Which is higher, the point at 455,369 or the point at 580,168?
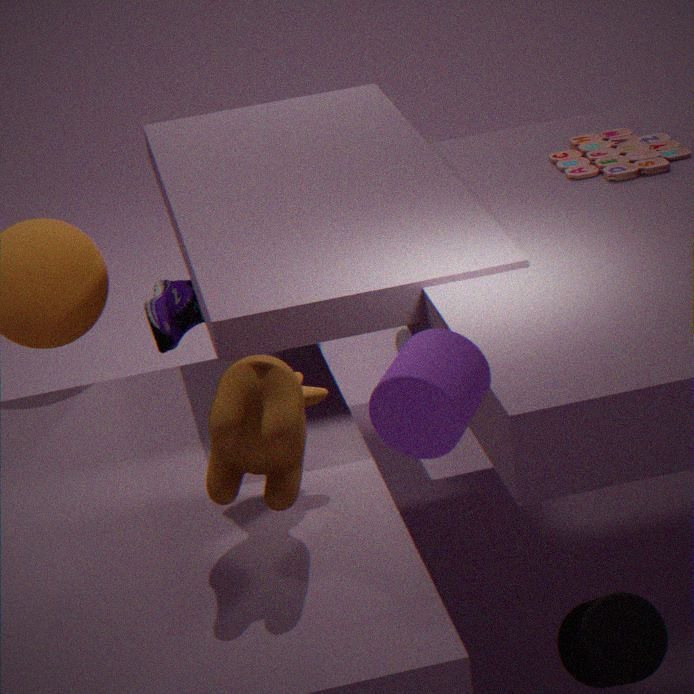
the point at 455,369
